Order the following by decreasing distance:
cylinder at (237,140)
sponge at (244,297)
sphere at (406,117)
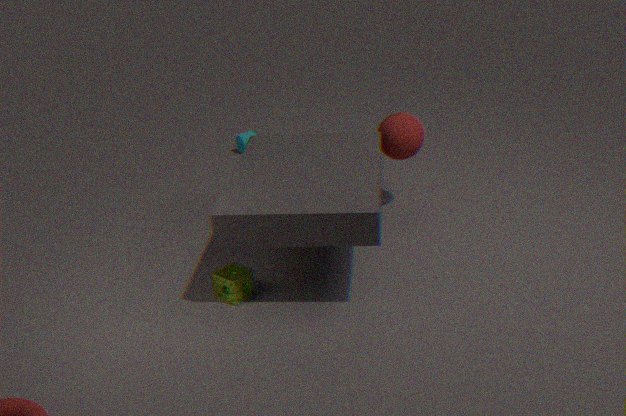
cylinder at (237,140) < sphere at (406,117) < sponge at (244,297)
